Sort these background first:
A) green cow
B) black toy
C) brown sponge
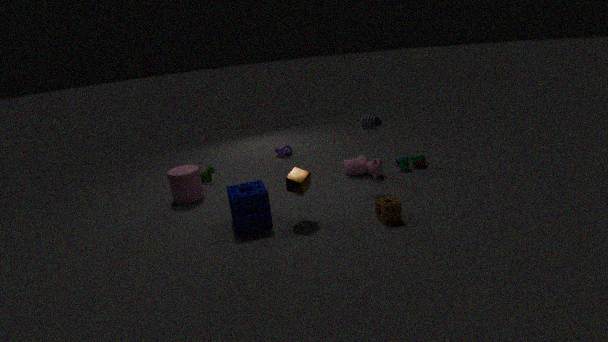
green cow < black toy < brown sponge
